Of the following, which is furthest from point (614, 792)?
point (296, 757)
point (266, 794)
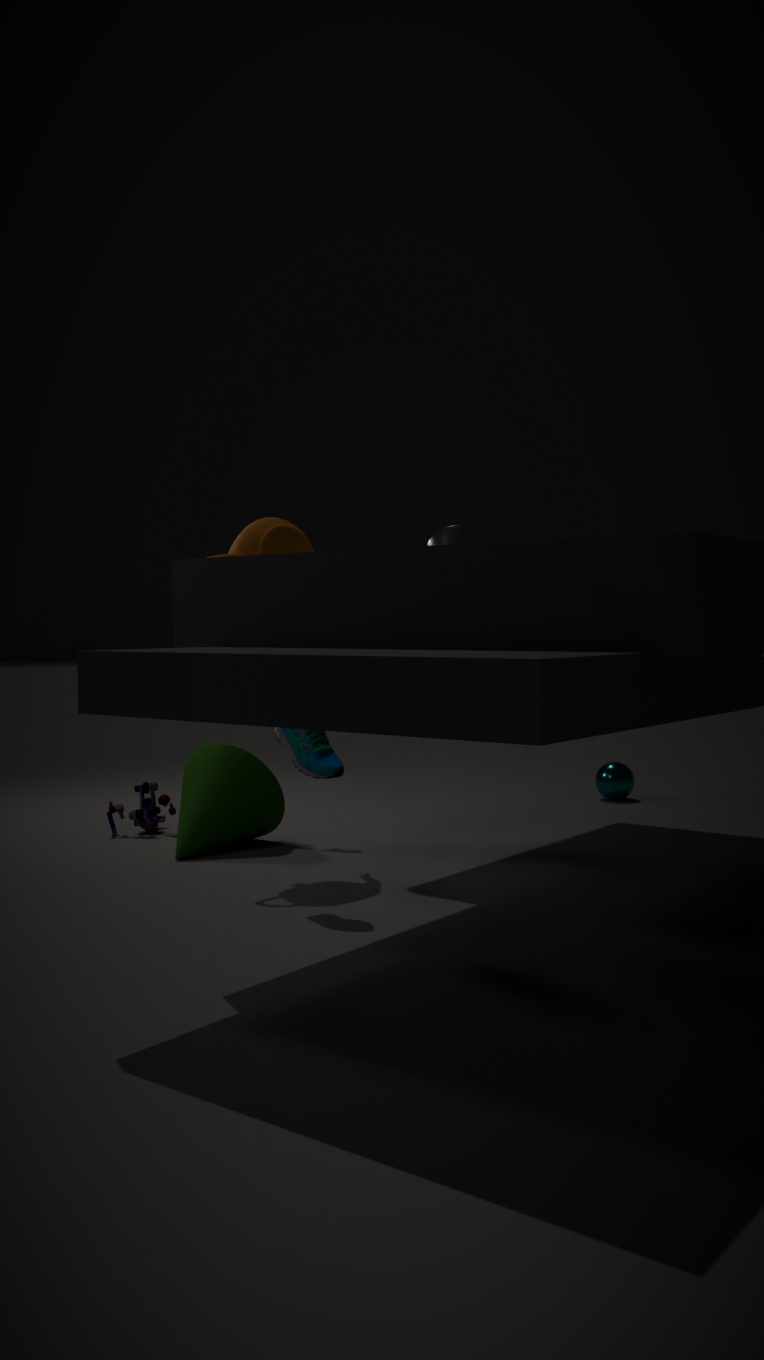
point (296, 757)
